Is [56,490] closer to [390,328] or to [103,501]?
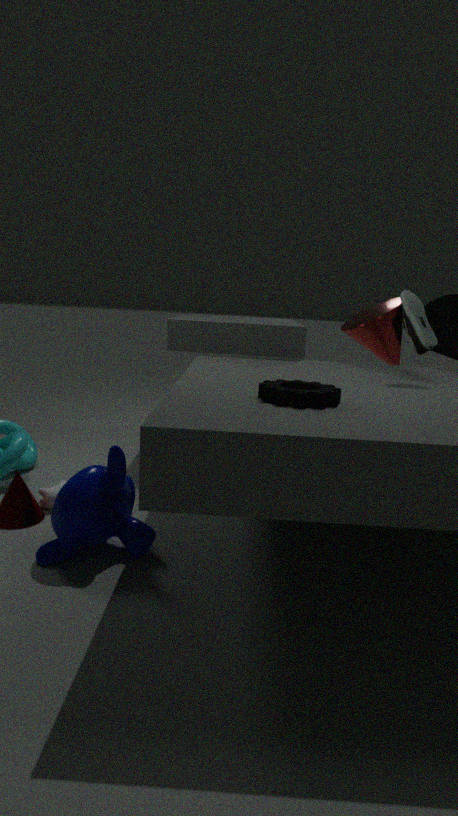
[103,501]
